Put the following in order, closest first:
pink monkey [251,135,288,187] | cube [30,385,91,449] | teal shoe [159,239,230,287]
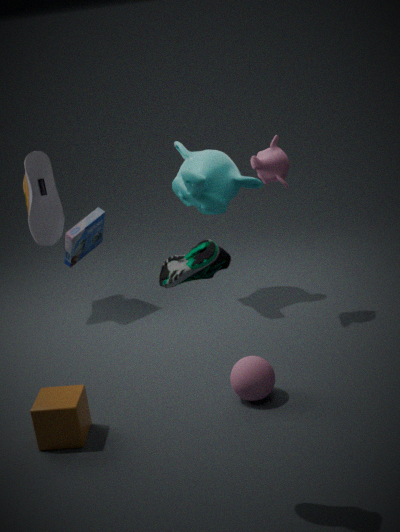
1. teal shoe [159,239,230,287]
2. cube [30,385,91,449]
3. pink monkey [251,135,288,187]
